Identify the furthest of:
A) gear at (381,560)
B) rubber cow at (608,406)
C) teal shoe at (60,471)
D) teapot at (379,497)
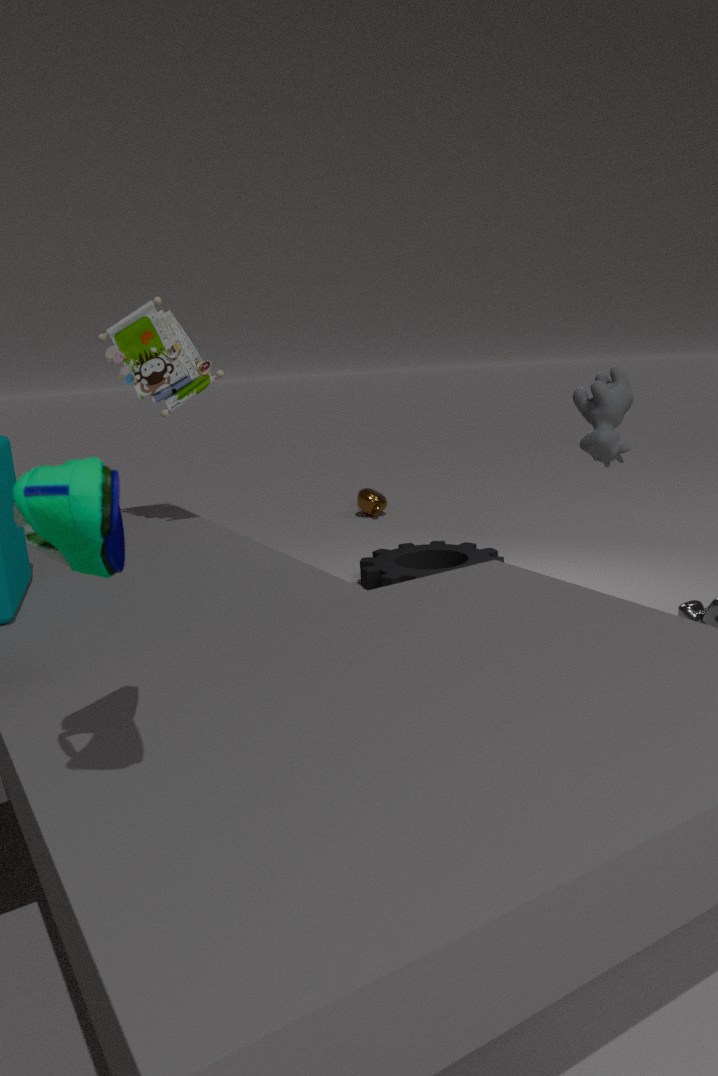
D. teapot at (379,497)
